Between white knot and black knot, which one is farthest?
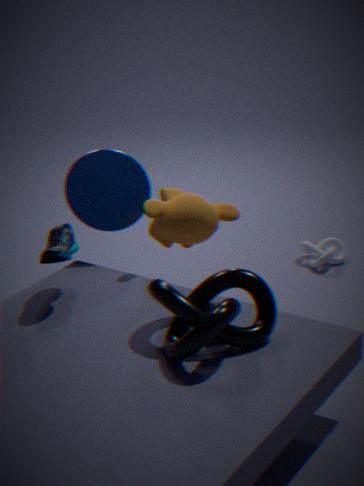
white knot
